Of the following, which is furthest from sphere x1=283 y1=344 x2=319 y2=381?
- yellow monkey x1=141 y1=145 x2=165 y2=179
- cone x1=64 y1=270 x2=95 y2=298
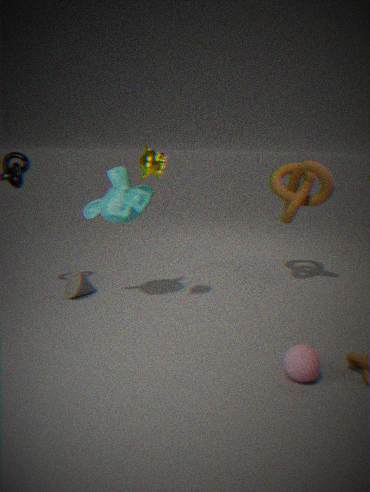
cone x1=64 y1=270 x2=95 y2=298
